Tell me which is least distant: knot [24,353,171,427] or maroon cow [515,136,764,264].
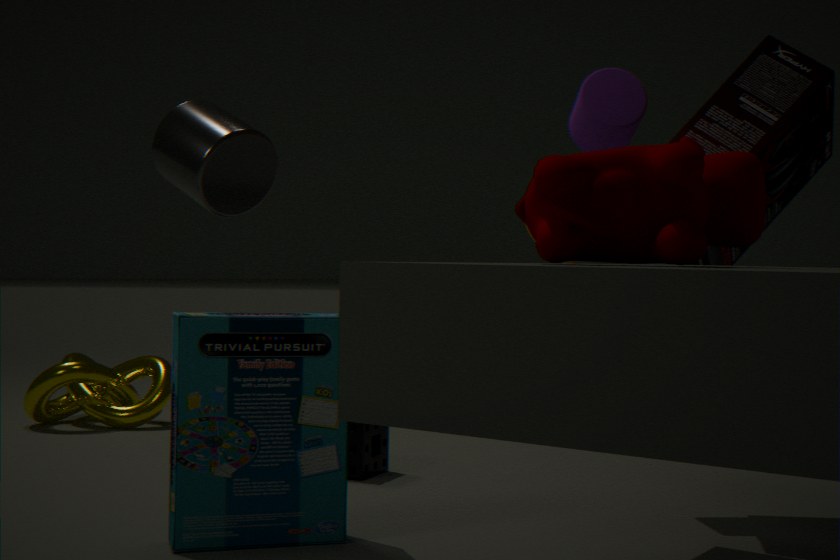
maroon cow [515,136,764,264]
